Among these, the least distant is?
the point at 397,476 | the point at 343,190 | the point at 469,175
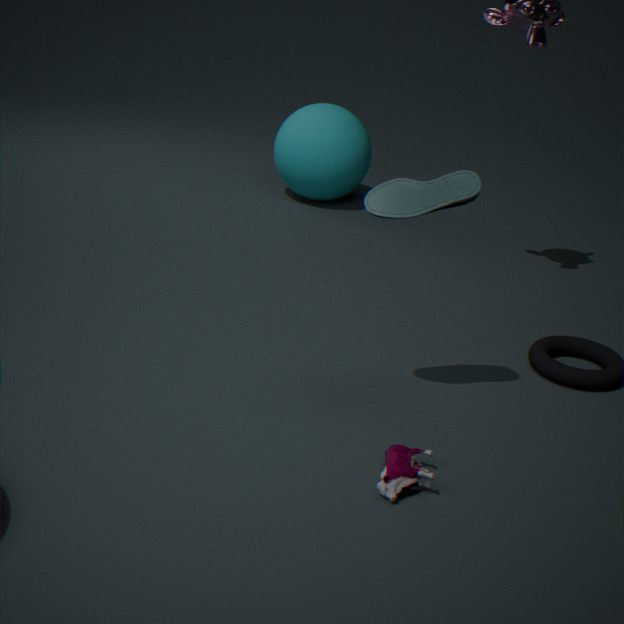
the point at 397,476
